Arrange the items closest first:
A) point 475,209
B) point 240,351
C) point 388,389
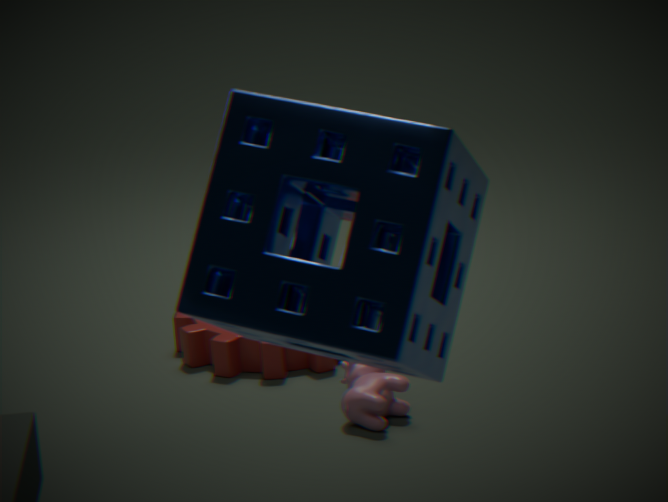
point 475,209, point 388,389, point 240,351
